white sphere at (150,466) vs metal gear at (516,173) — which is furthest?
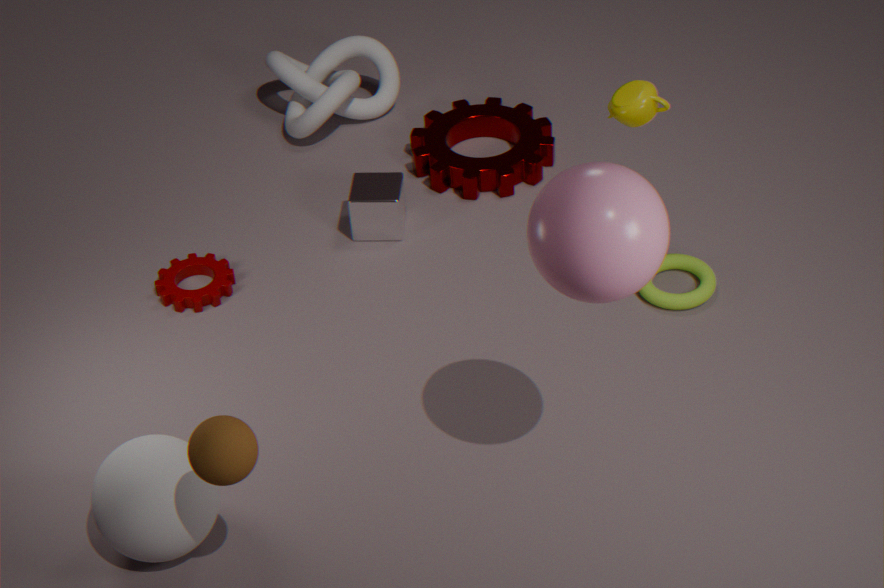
metal gear at (516,173)
